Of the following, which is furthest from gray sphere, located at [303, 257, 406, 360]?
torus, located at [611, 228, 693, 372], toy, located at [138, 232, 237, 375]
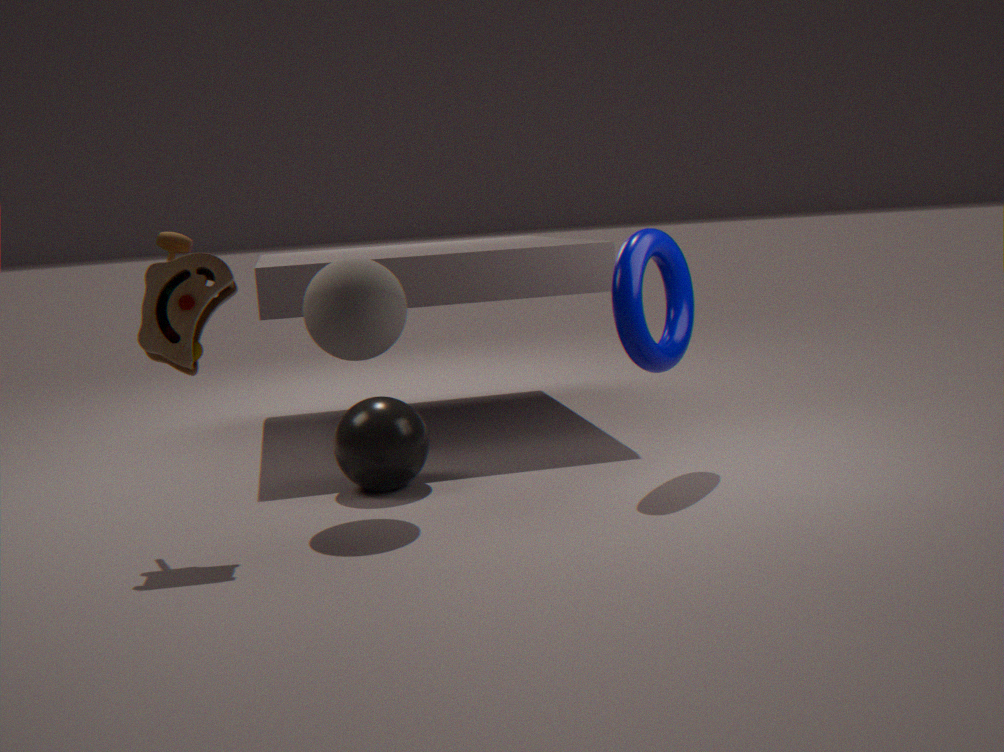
torus, located at [611, 228, 693, 372]
